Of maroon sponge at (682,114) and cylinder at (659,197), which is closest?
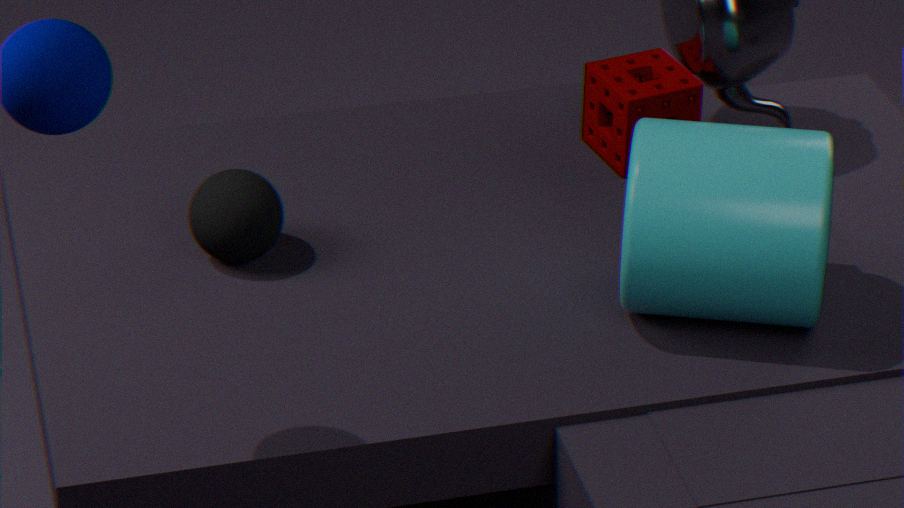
cylinder at (659,197)
